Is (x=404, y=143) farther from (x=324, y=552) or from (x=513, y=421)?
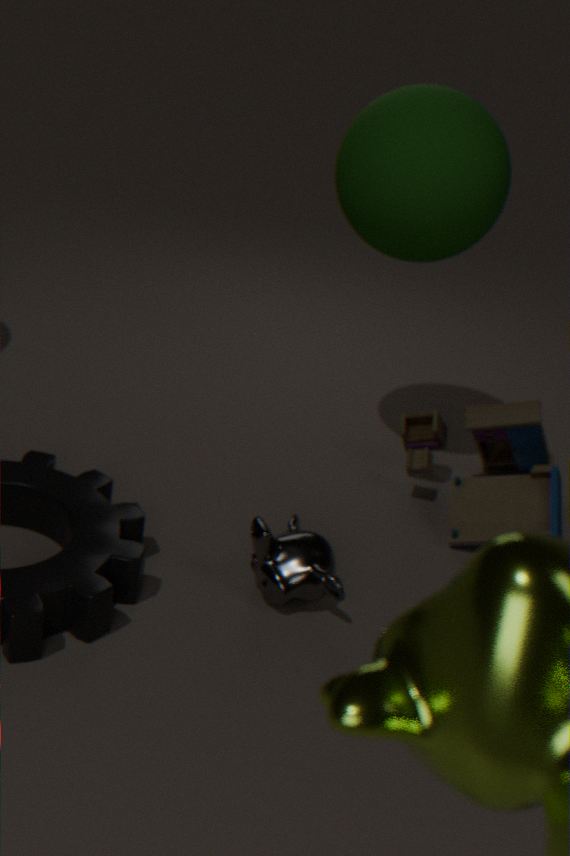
(x=324, y=552)
